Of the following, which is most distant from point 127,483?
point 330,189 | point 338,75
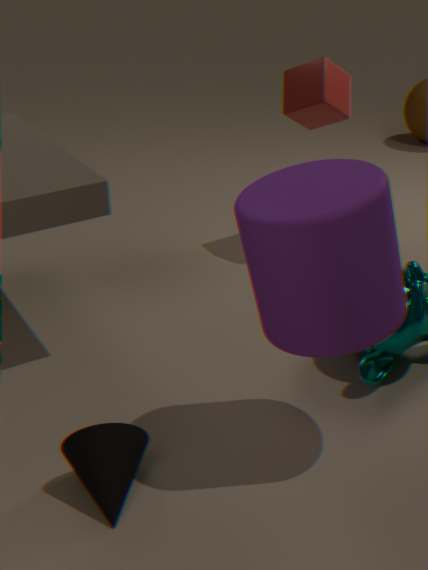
point 338,75
